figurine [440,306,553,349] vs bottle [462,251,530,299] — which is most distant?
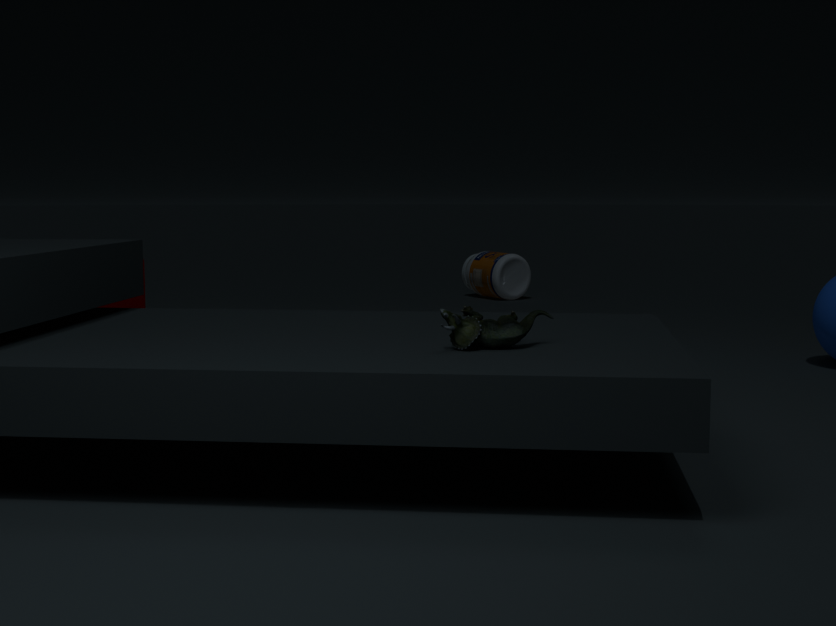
bottle [462,251,530,299]
